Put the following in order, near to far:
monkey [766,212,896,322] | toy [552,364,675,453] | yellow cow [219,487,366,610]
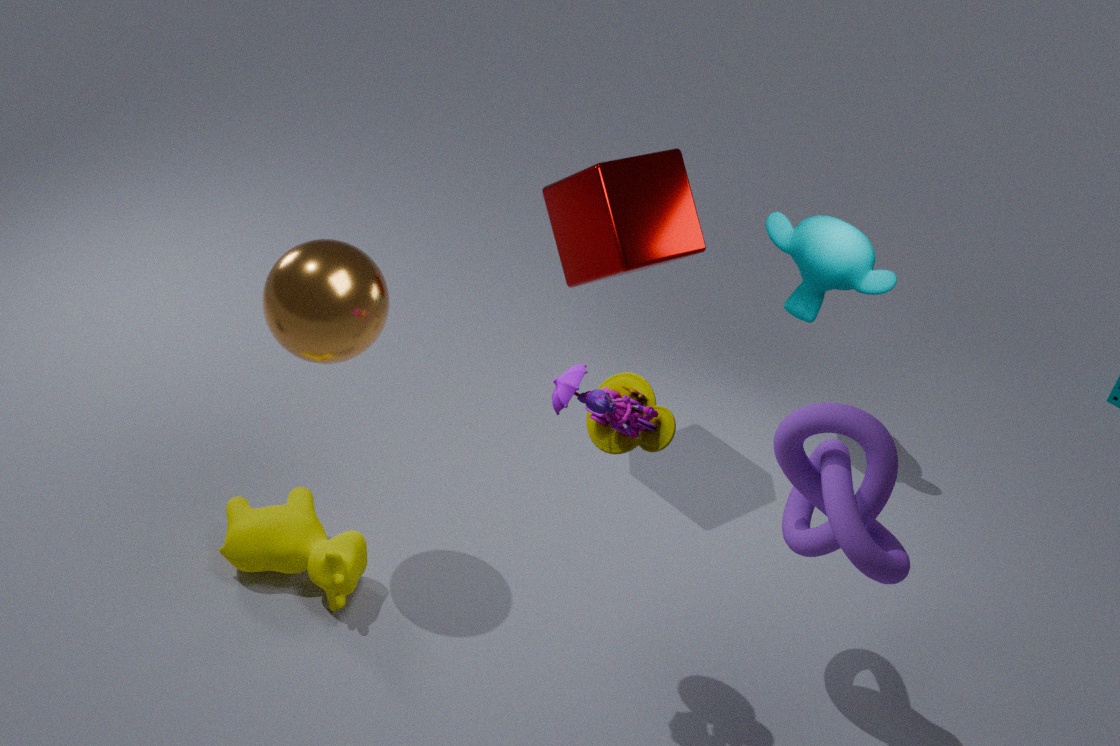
toy [552,364,675,453], yellow cow [219,487,366,610], monkey [766,212,896,322]
